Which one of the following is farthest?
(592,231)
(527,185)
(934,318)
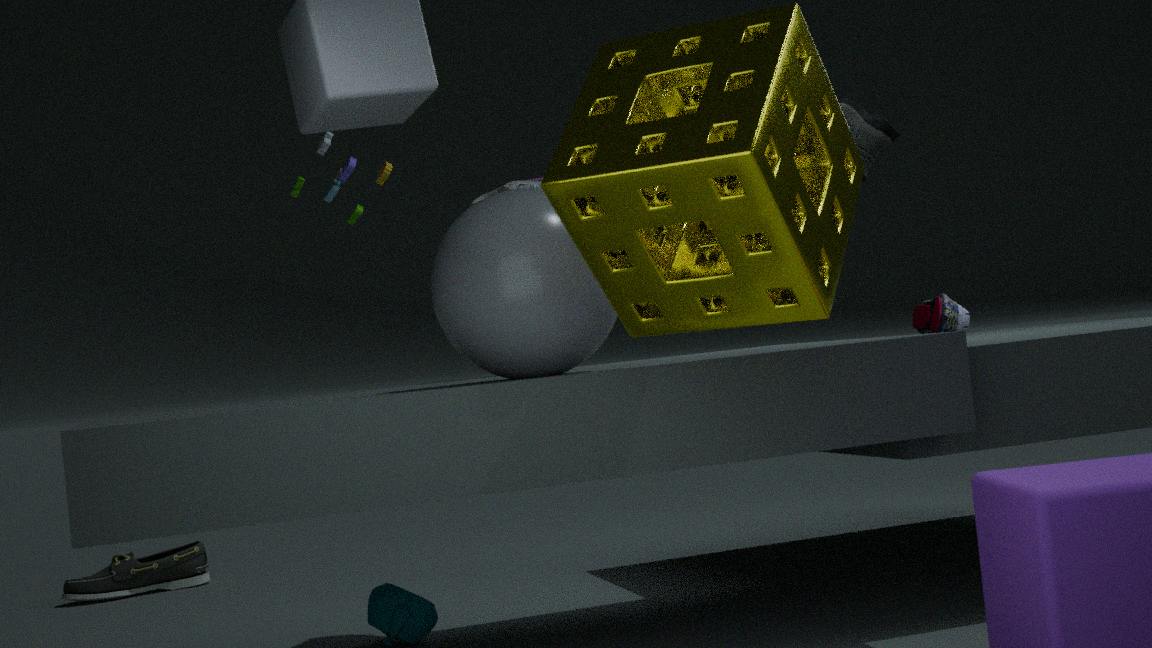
(934,318)
